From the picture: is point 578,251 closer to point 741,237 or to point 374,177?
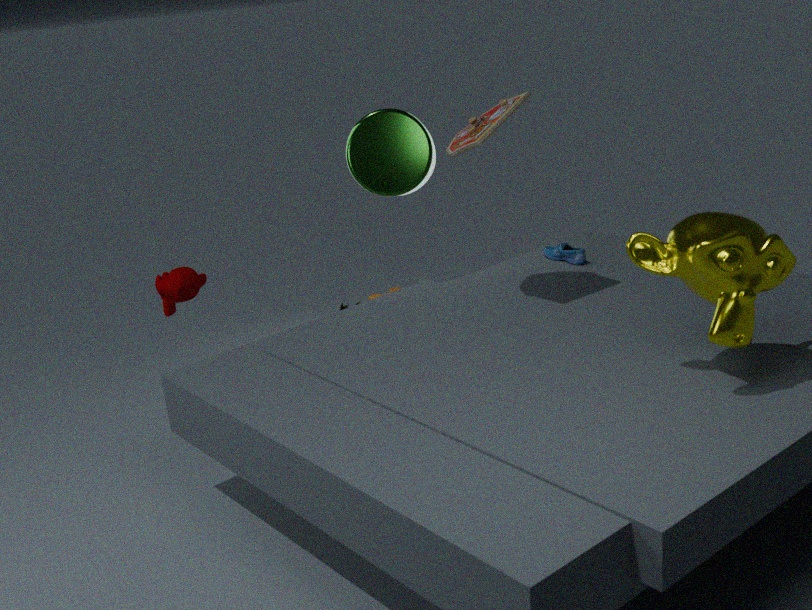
point 374,177
